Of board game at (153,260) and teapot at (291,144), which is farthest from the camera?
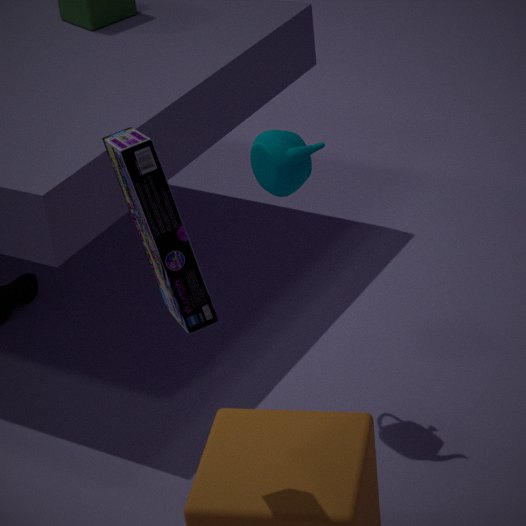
teapot at (291,144)
